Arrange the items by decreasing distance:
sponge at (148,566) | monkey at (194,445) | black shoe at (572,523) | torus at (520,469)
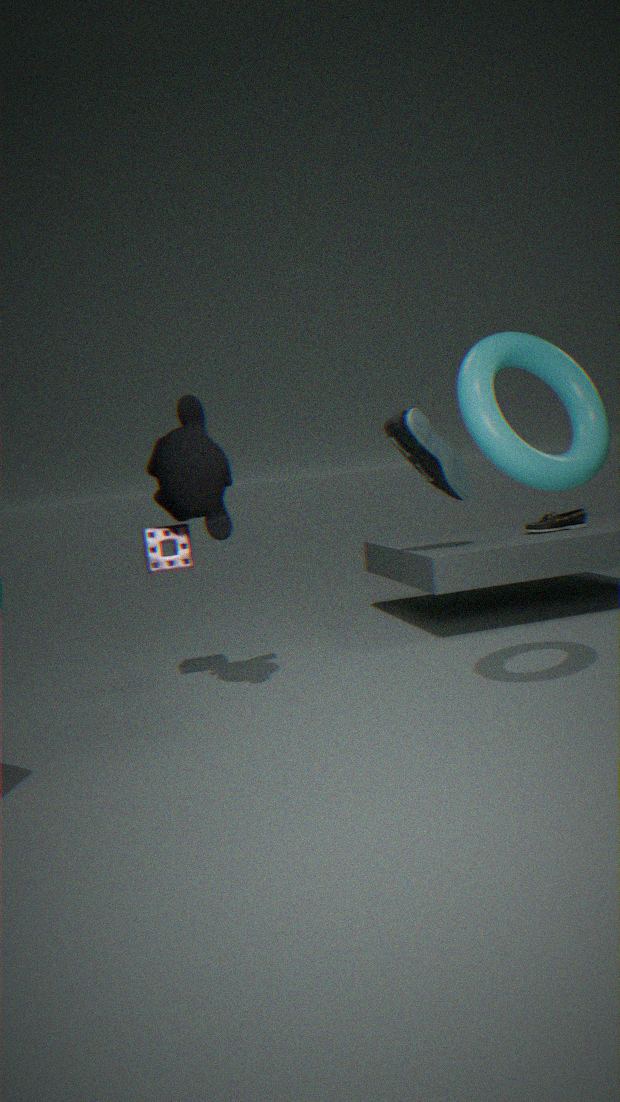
black shoe at (572,523), sponge at (148,566), monkey at (194,445), torus at (520,469)
